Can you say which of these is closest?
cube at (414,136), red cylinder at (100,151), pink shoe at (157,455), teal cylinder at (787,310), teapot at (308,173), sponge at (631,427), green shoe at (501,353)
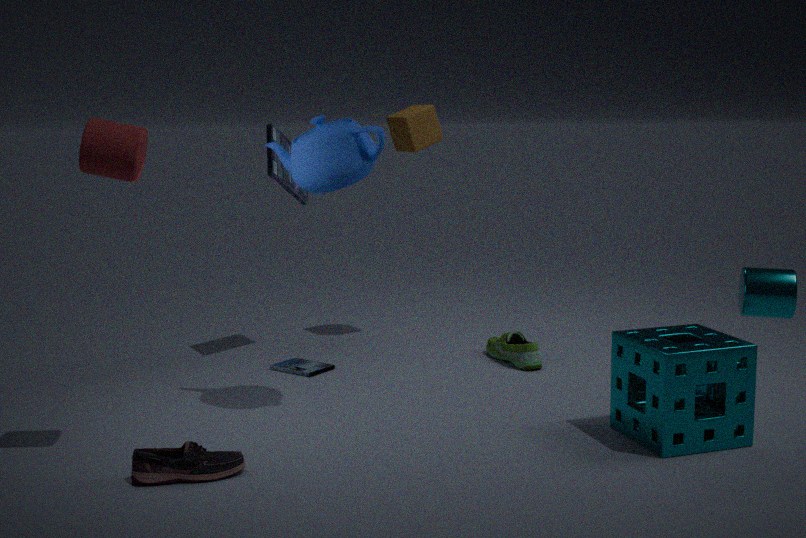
red cylinder at (100,151)
